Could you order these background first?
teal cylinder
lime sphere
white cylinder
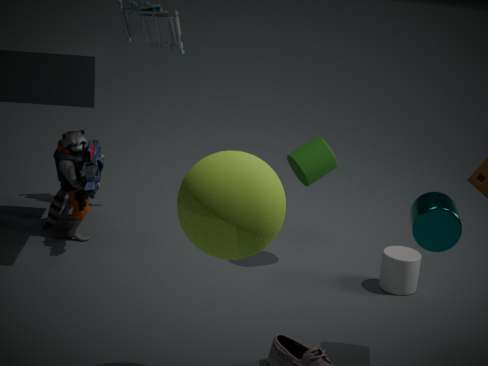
white cylinder → teal cylinder → lime sphere
